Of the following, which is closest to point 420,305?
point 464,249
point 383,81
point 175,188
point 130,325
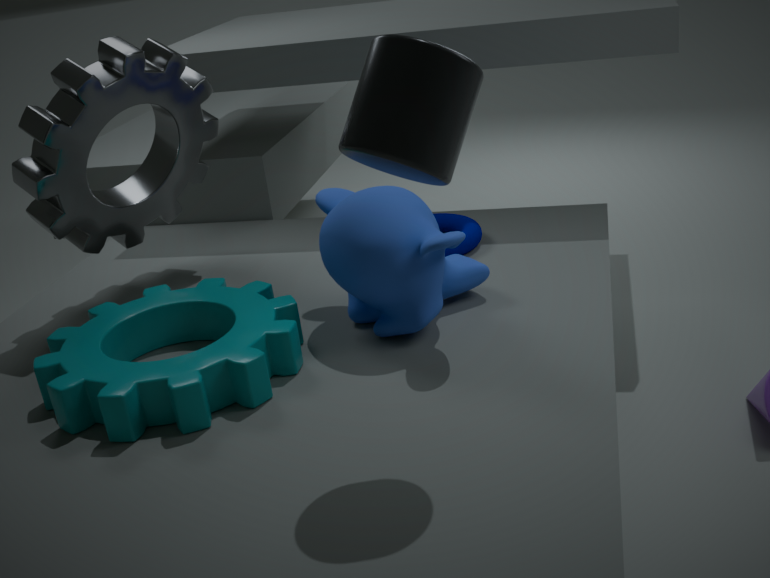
point 464,249
